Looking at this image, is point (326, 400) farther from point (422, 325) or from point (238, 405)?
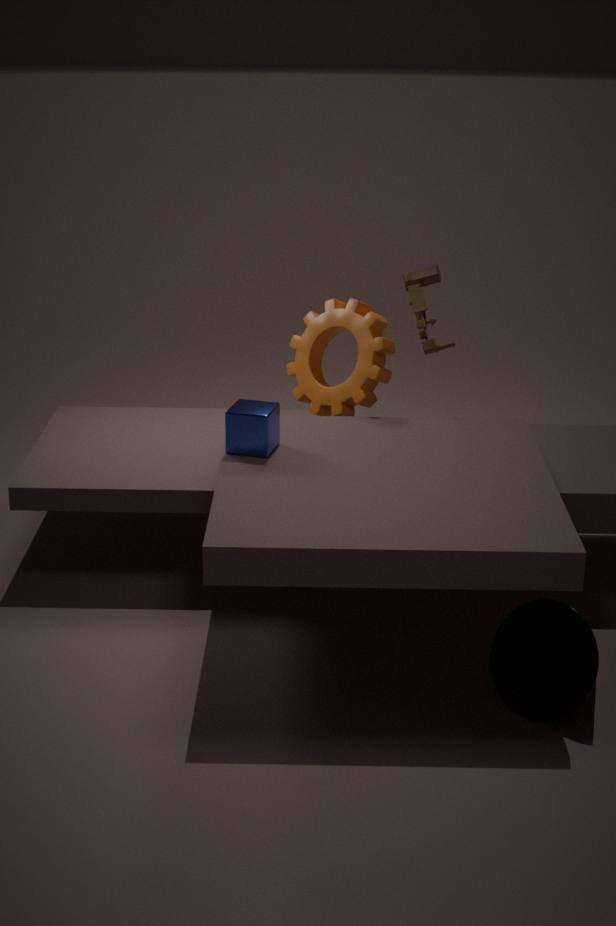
point (238, 405)
